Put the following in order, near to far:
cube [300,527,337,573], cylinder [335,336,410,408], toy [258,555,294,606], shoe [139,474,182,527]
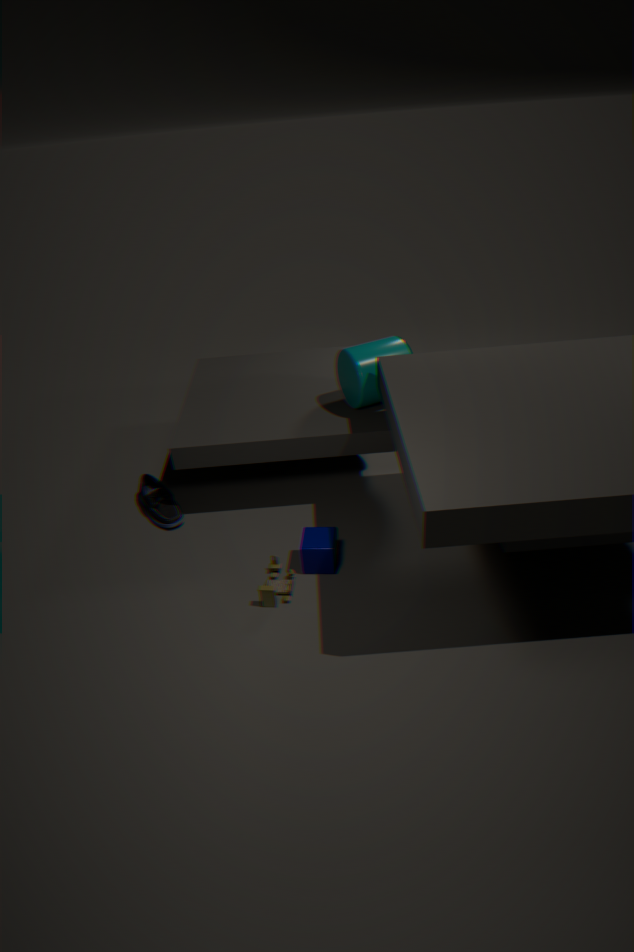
1. toy [258,555,294,606]
2. cube [300,527,337,573]
3. cylinder [335,336,410,408]
4. shoe [139,474,182,527]
